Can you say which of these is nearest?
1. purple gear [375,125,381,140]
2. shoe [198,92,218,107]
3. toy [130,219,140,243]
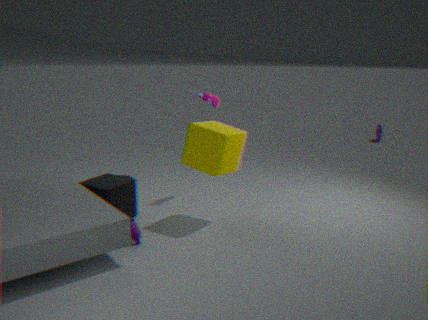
toy [130,219,140,243]
